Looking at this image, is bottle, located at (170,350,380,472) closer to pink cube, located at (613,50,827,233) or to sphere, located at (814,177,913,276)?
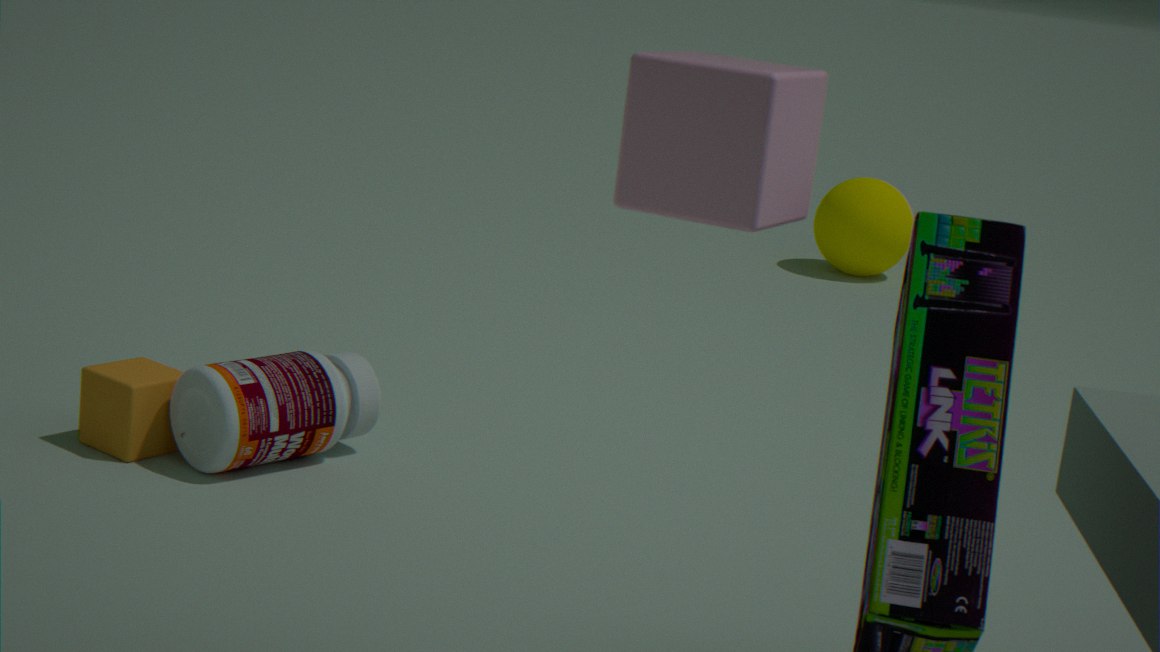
pink cube, located at (613,50,827,233)
